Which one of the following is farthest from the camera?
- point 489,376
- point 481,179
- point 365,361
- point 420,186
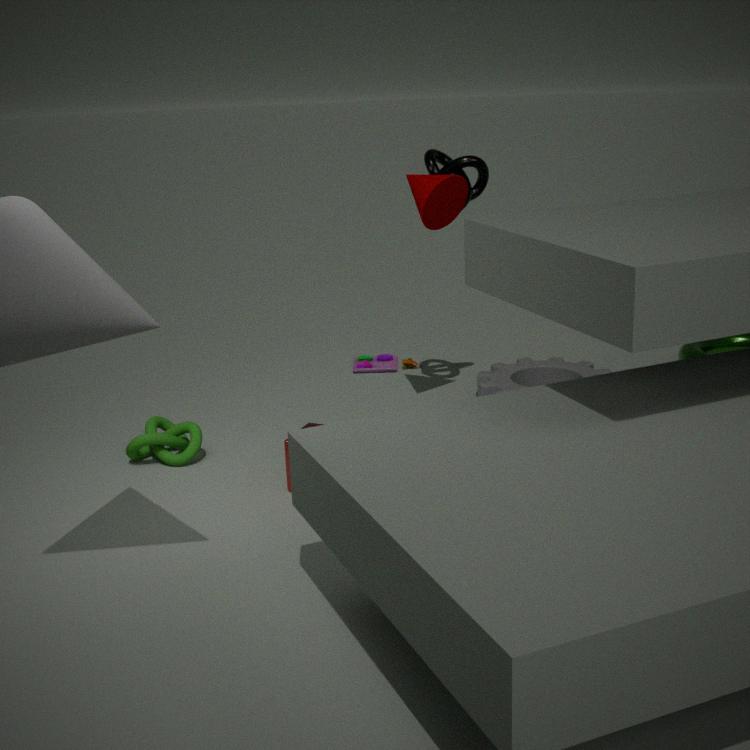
point 365,361
